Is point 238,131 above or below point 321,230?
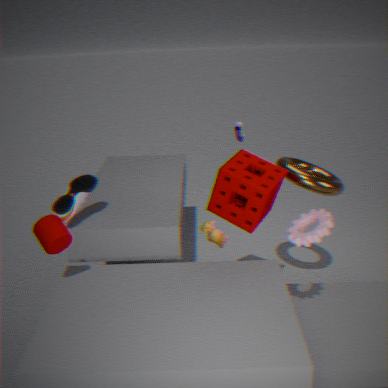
above
